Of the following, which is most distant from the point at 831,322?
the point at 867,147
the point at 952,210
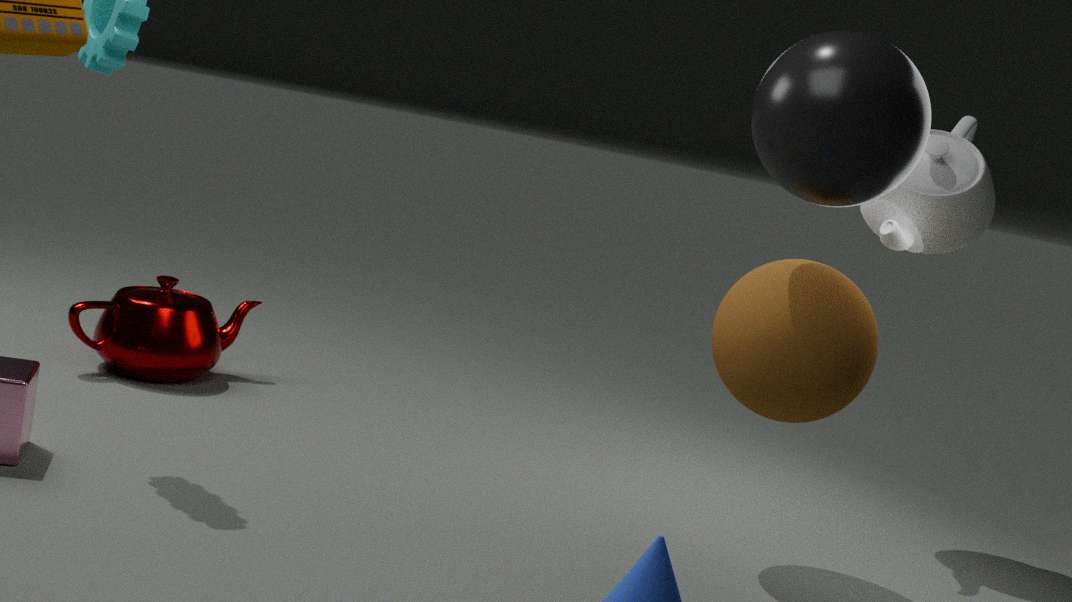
the point at 952,210
